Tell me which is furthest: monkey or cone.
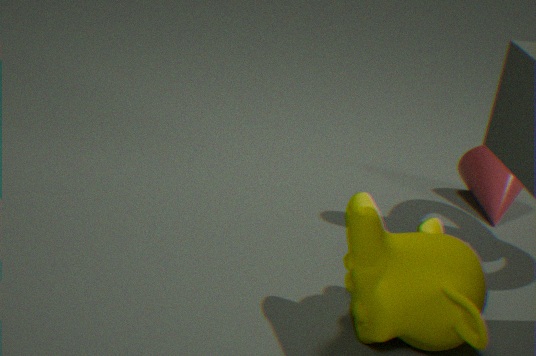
cone
